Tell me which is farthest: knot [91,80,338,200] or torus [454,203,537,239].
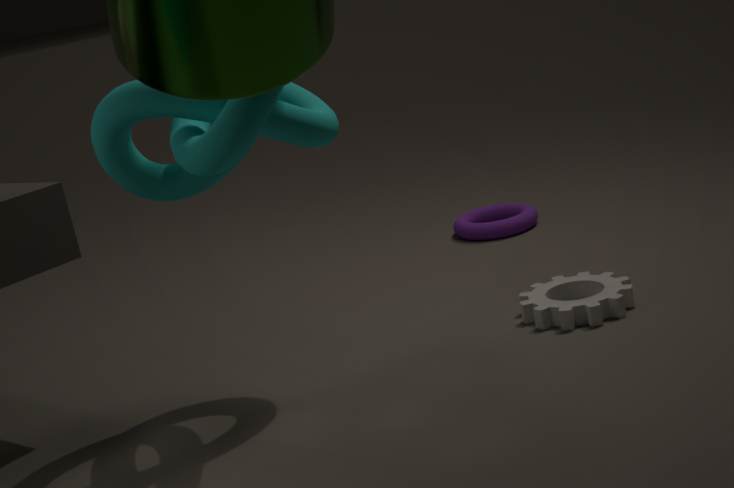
torus [454,203,537,239]
